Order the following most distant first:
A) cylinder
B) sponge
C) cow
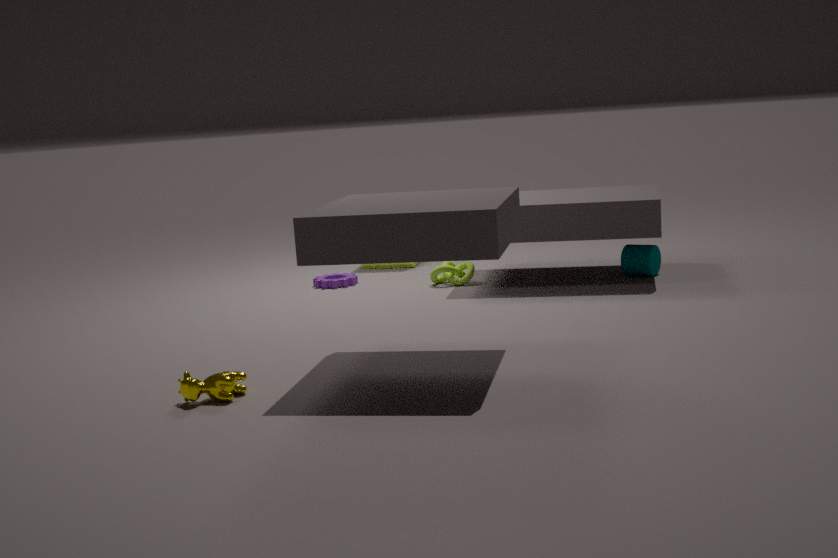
sponge → cylinder → cow
